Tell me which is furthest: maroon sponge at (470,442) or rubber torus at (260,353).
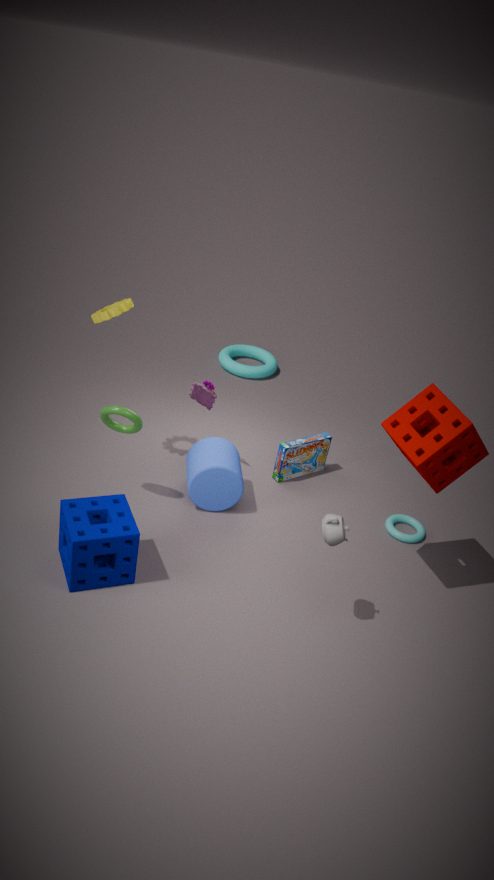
rubber torus at (260,353)
